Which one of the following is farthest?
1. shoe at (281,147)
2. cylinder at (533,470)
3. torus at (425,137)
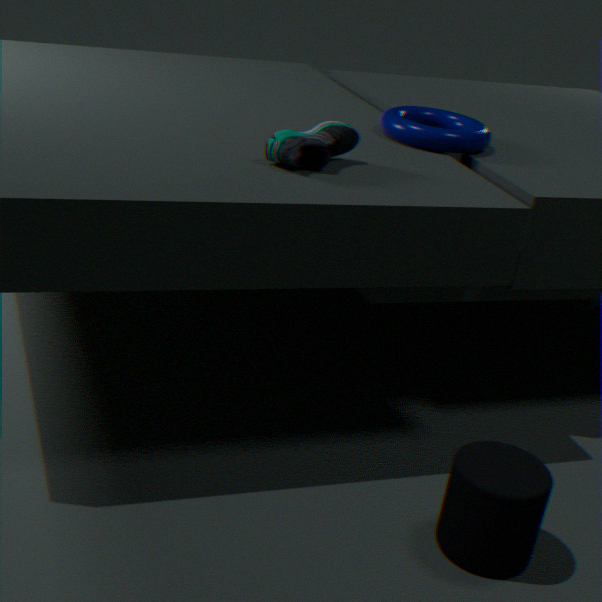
torus at (425,137)
